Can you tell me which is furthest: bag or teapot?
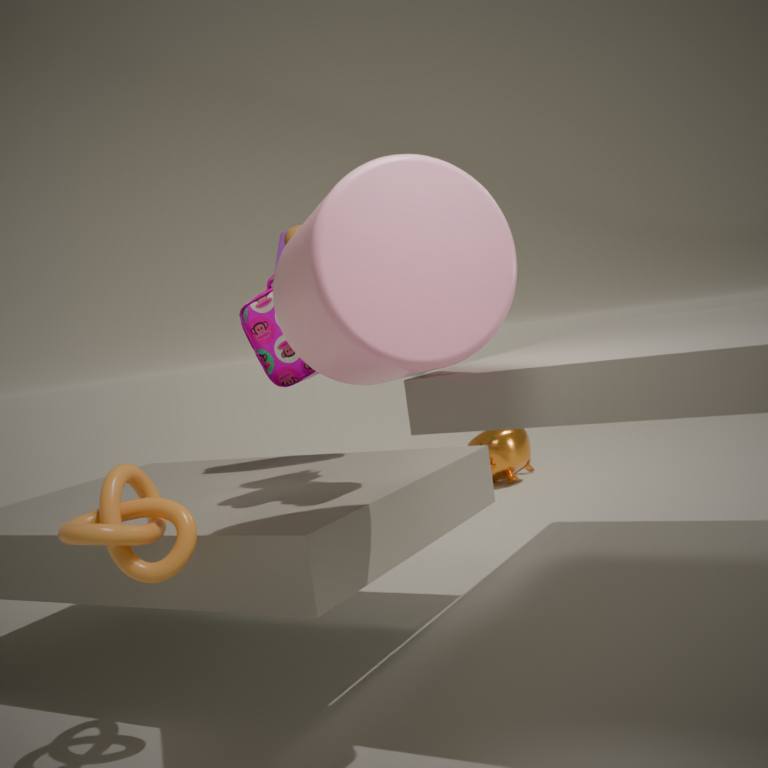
teapot
